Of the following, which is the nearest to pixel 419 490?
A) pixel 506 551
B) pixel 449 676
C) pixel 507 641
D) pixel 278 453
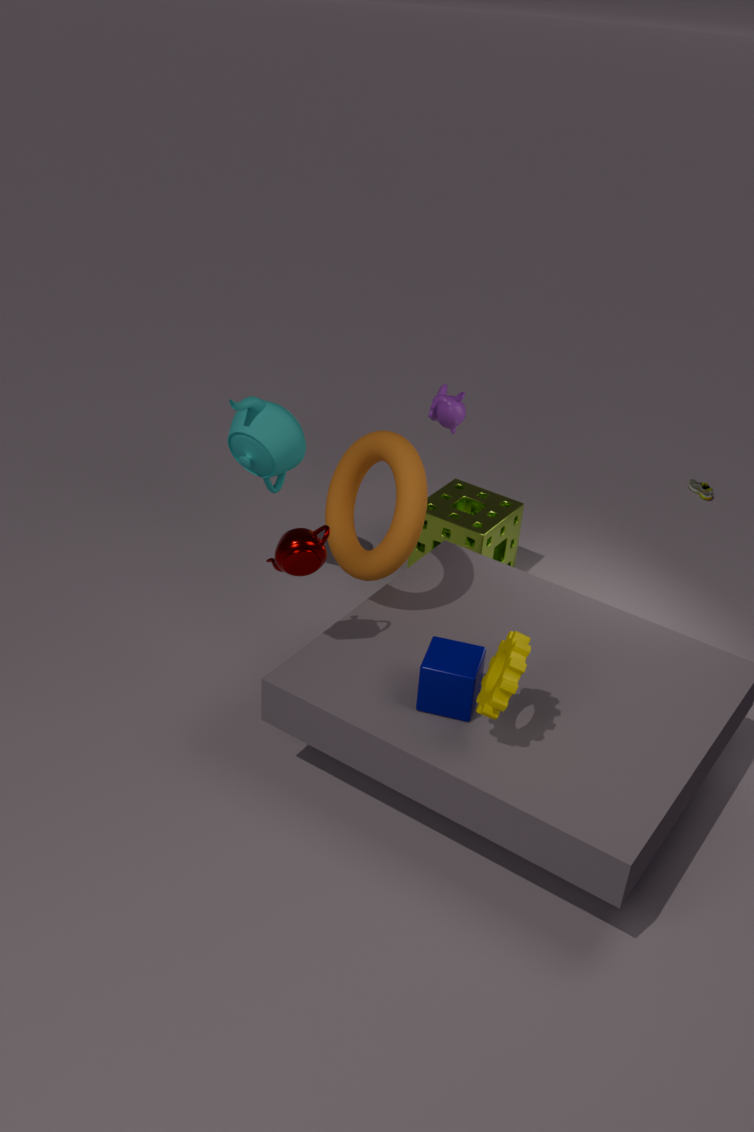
pixel 449 676
